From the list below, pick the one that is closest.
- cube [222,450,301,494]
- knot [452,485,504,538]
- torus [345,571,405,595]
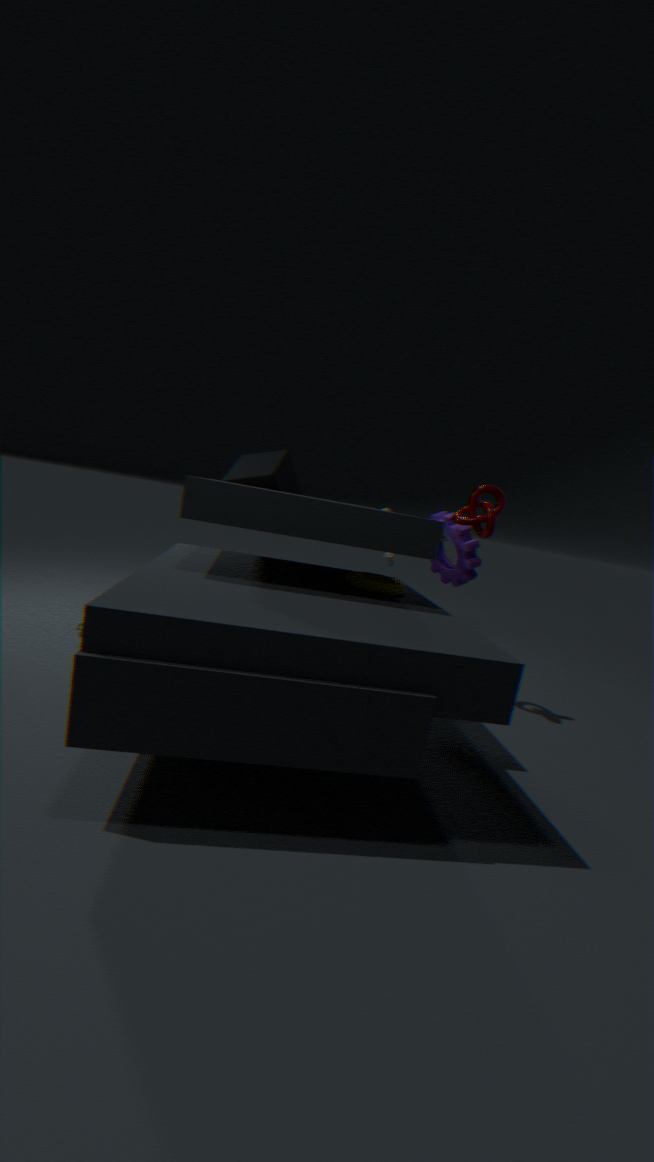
torus [345,571,405,595]
